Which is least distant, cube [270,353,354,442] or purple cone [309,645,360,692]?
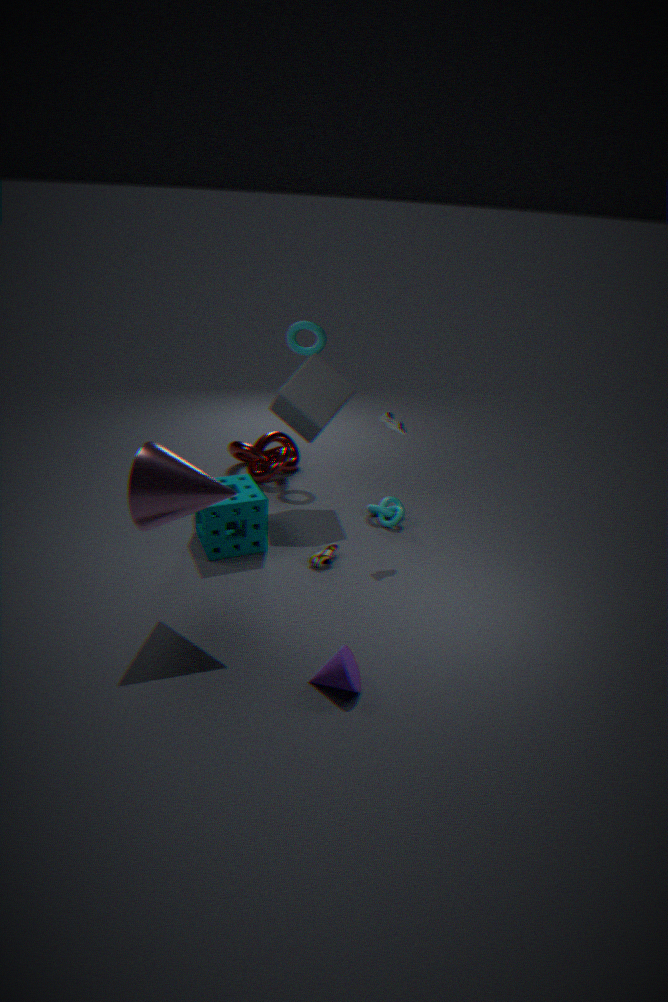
purple cone [309,645,360,692]
